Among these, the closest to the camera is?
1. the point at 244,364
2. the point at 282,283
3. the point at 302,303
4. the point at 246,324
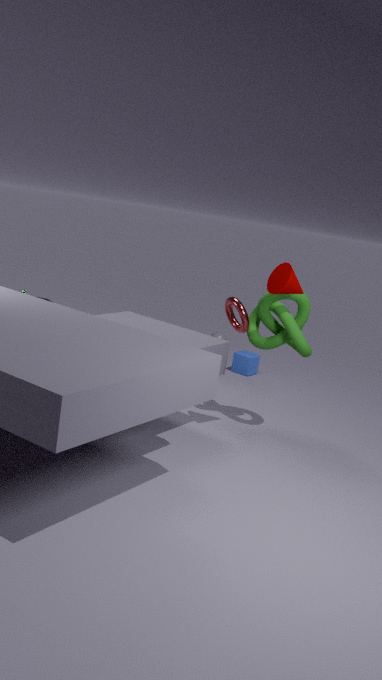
the point at 282,283
